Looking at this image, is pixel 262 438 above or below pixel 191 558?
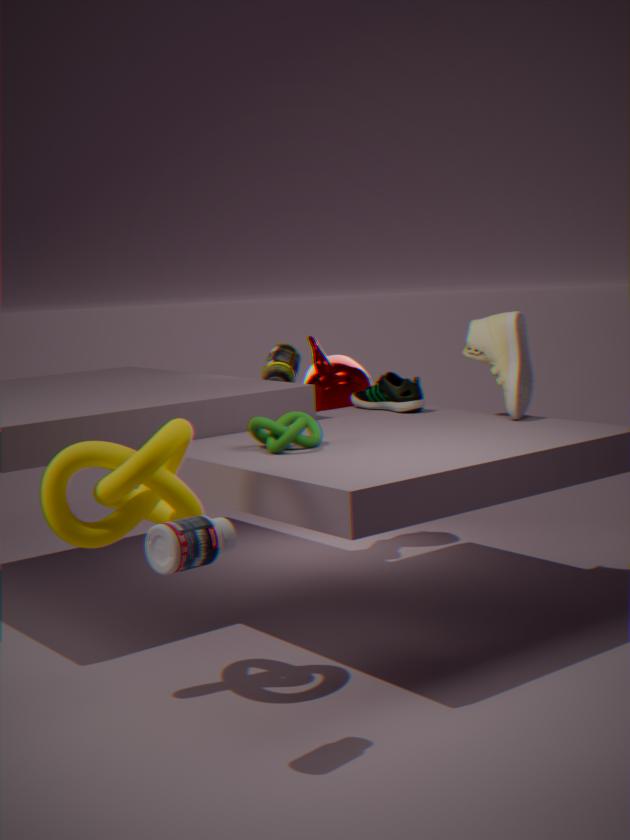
above
